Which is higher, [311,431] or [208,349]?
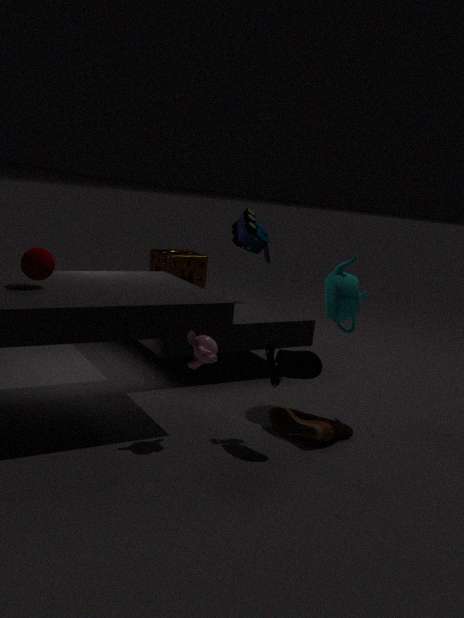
[208,349]
